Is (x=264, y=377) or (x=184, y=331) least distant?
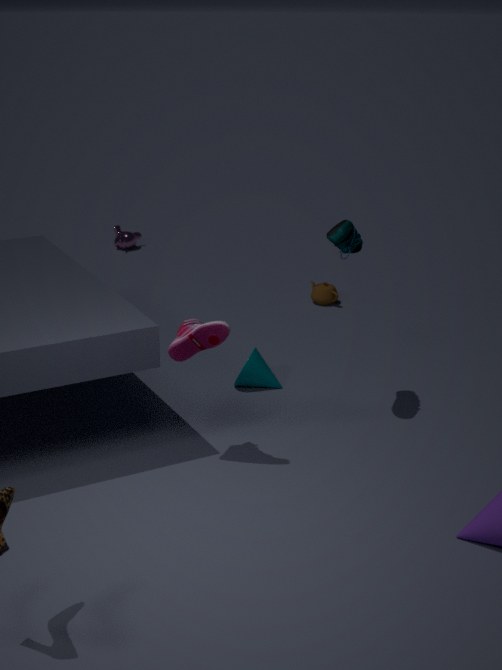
(x=184, y=331)
